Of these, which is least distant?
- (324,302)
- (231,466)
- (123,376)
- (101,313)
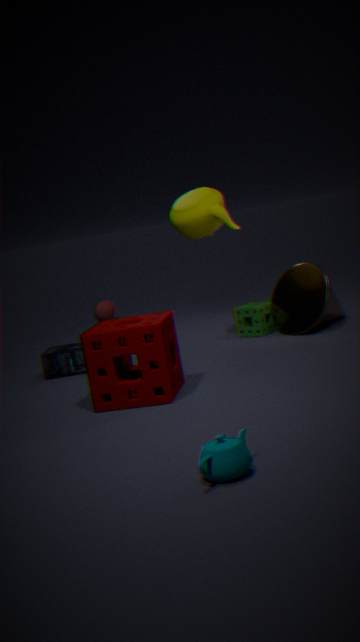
(231,466)
